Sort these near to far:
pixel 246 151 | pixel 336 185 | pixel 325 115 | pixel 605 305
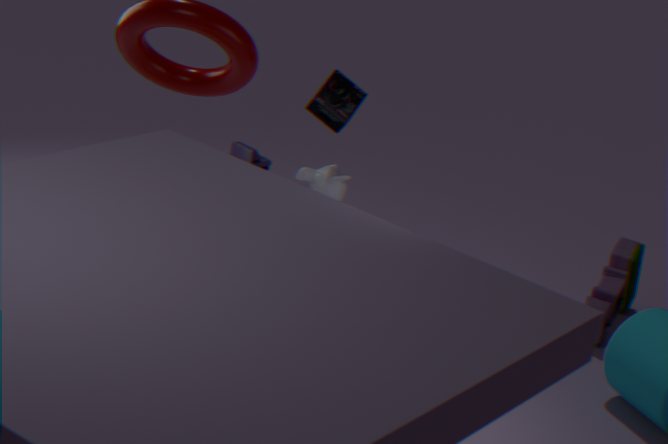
pixel 325 115 < pixel 336 185 < pixel 605 305 < pixel 246 151
